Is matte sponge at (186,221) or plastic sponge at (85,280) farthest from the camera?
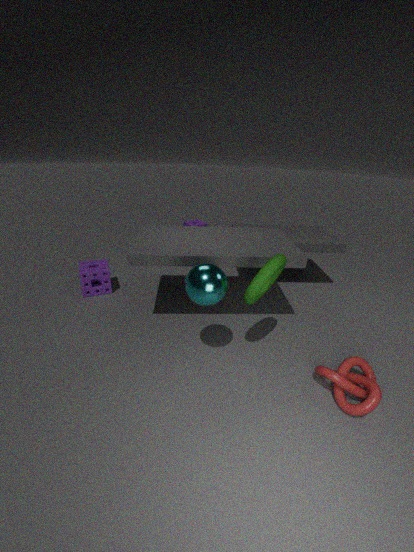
matte sponge at (186,221)
